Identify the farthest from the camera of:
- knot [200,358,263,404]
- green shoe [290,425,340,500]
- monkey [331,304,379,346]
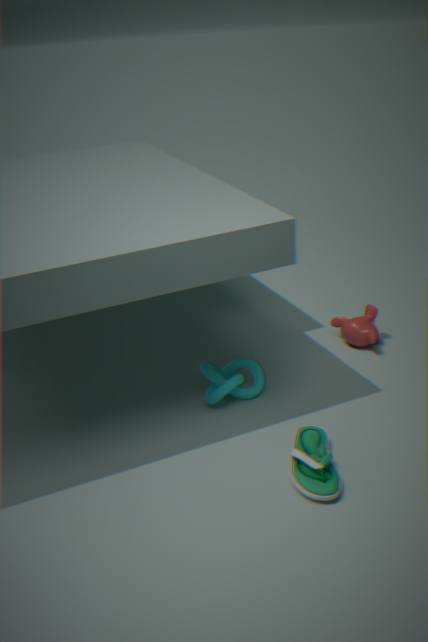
monkey [331,304,379,346]
